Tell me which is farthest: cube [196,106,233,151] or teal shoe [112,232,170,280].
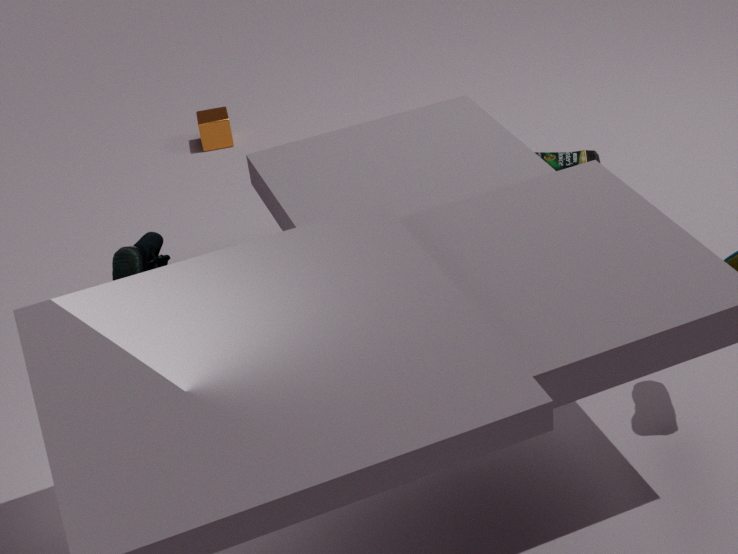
cube [196,106,233,151]
